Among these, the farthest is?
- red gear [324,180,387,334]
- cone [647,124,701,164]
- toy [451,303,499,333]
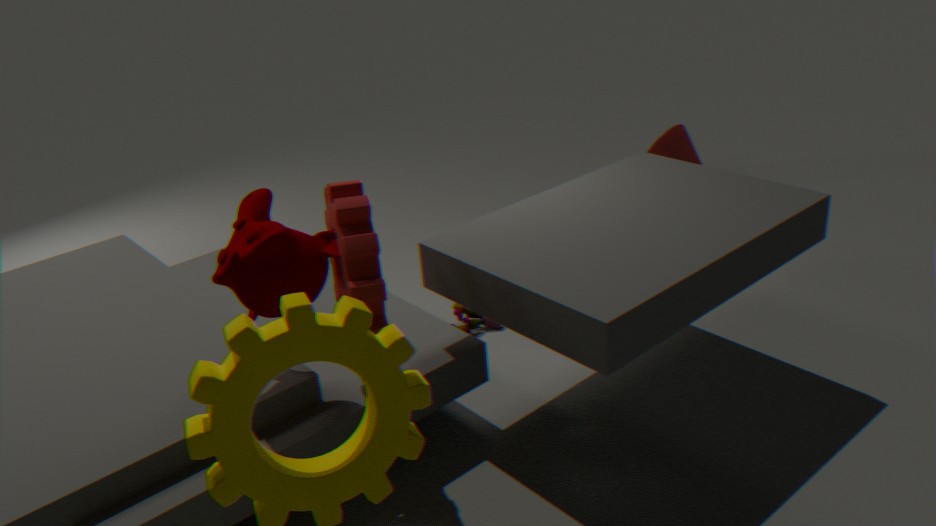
cone [647,124,701,164]
